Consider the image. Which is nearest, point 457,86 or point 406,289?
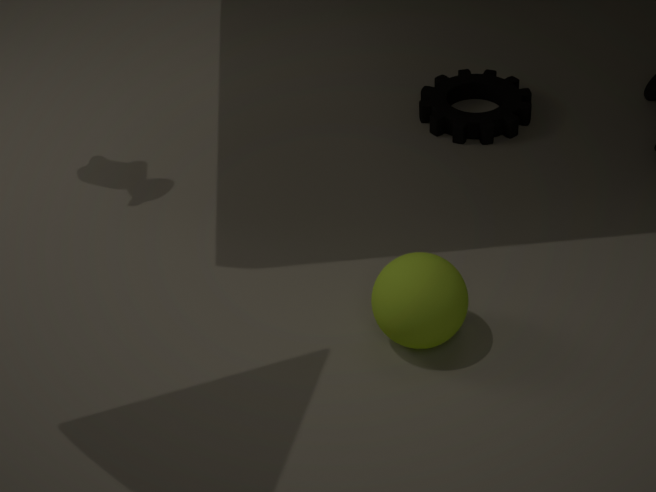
point 406,289
